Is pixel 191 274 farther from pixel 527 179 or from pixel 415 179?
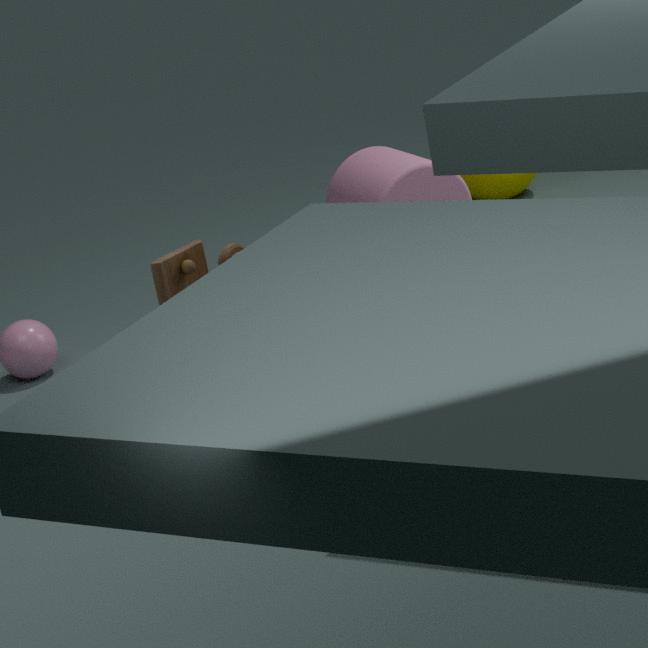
pixel 527 179
